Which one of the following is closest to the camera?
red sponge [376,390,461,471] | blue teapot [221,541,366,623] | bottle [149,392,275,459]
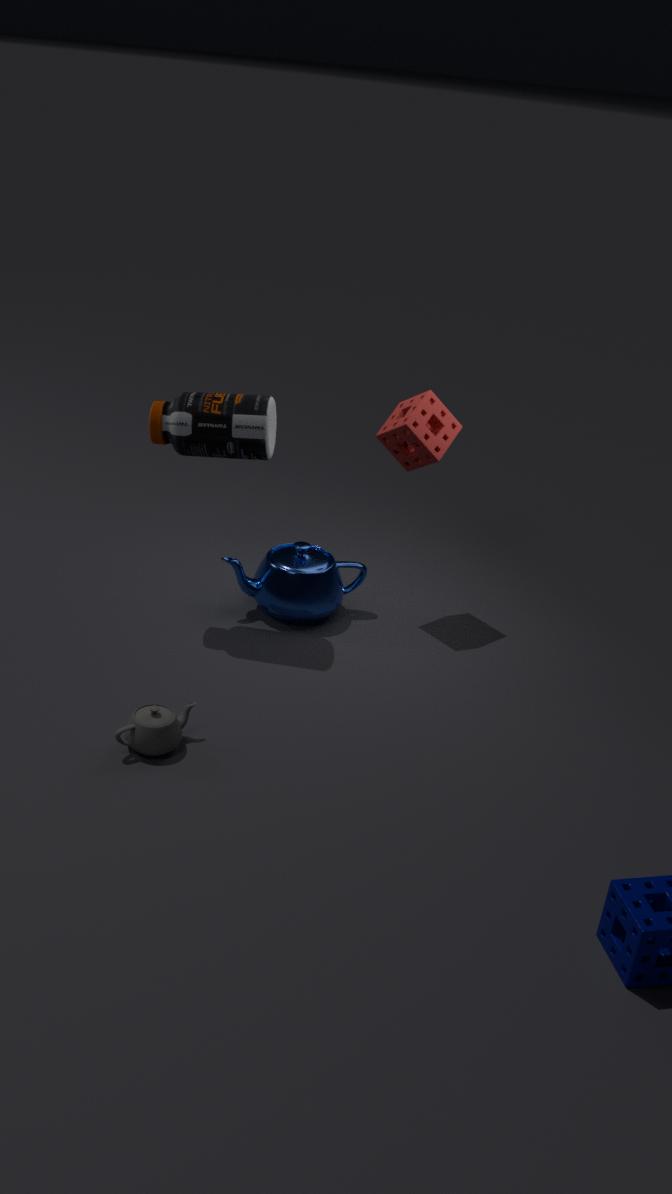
bottle [149,392,275,459]
